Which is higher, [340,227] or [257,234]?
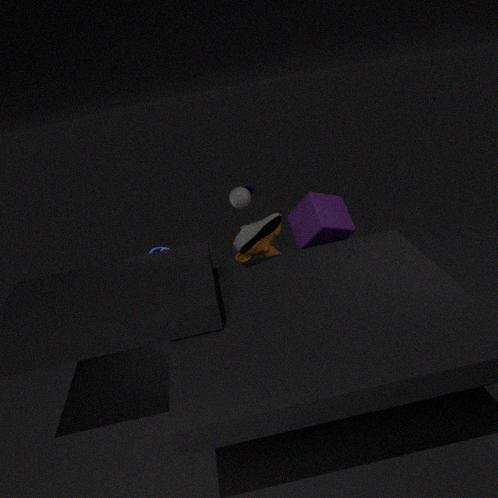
[257,234]
